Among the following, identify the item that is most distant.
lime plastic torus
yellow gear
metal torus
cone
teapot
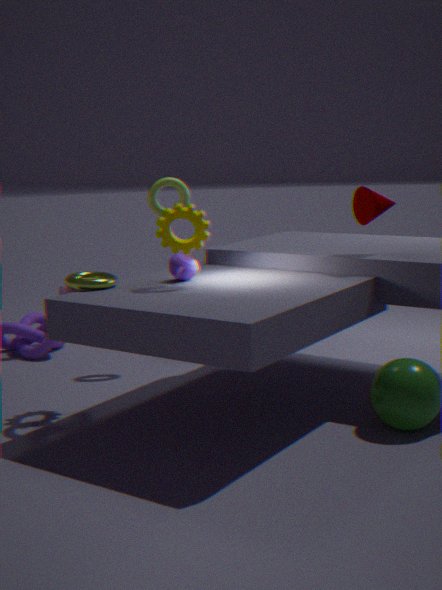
lime plastic torus
